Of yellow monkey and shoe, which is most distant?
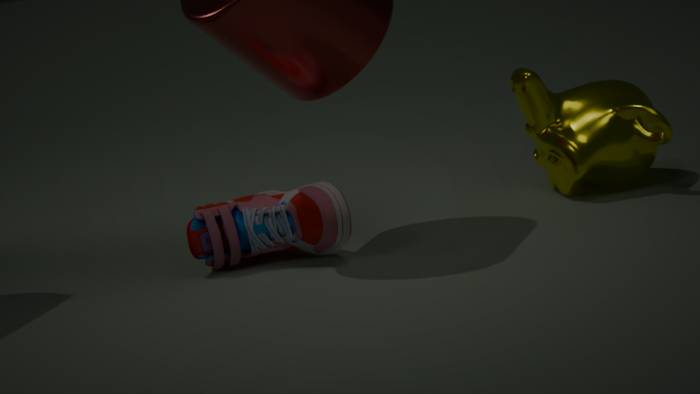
yellow monkey
